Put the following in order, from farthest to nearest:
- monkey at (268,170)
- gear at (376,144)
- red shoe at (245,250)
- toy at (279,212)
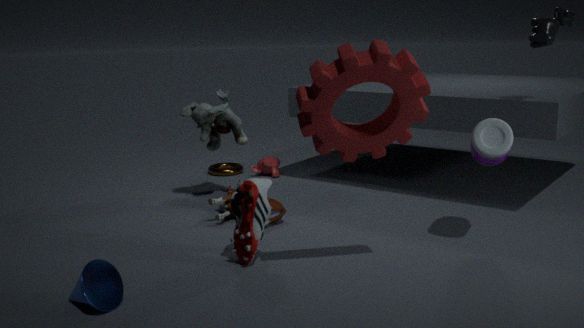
monkey at (268,170) < toy at (279,212) < red shoe at (245,250) < gear at (376,144)
